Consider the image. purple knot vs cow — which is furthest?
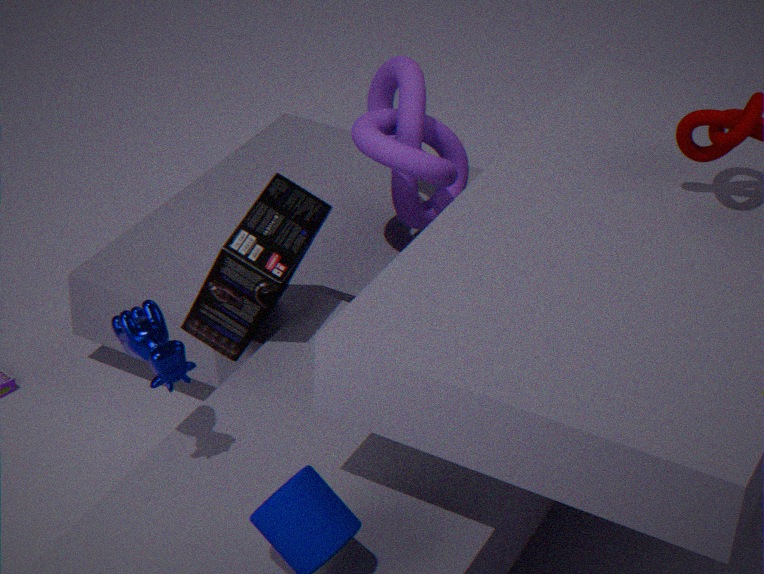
purple knot
